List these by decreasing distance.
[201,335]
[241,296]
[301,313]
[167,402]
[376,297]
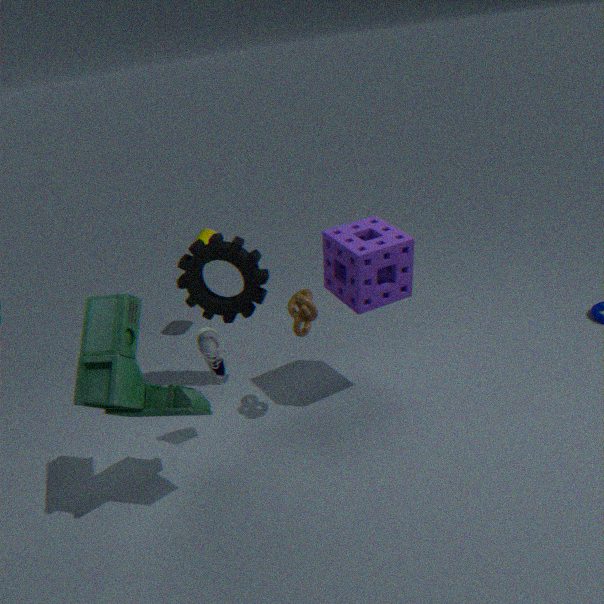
[241,296] < [376,297] < [301,313] < [201,335] < [167,402]
